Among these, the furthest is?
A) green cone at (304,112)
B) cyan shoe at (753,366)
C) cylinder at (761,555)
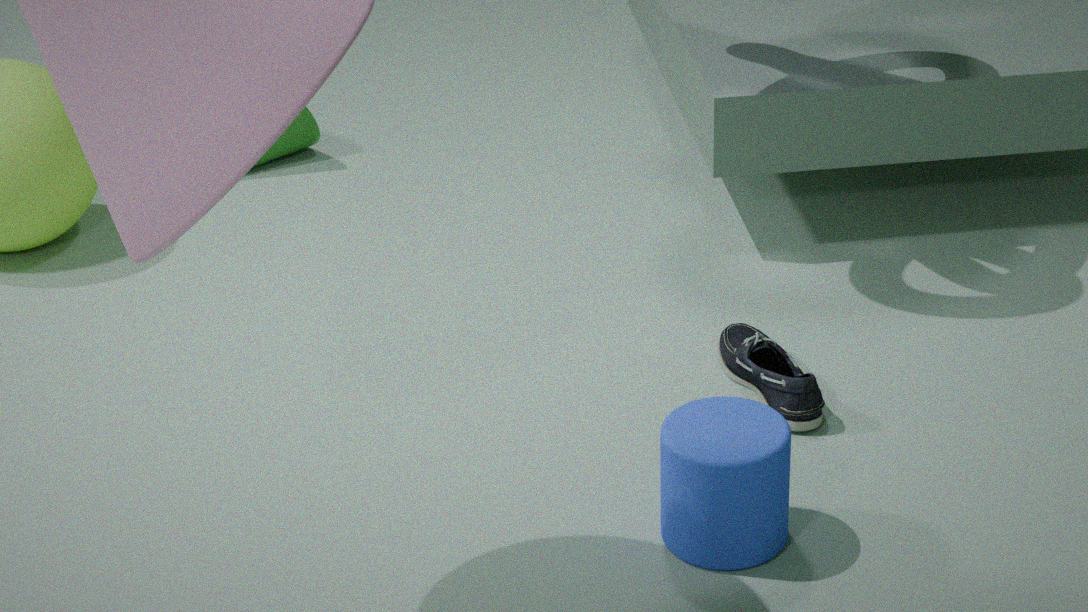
green cone at (304,112)
